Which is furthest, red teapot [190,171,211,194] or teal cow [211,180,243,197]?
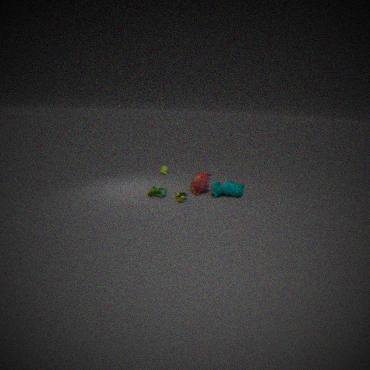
red teapot [190,171,211,194]
